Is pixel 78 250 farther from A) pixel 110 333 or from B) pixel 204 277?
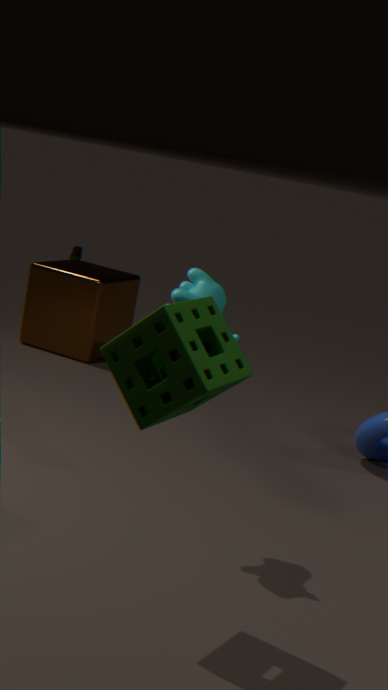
B) pixel 204 277
